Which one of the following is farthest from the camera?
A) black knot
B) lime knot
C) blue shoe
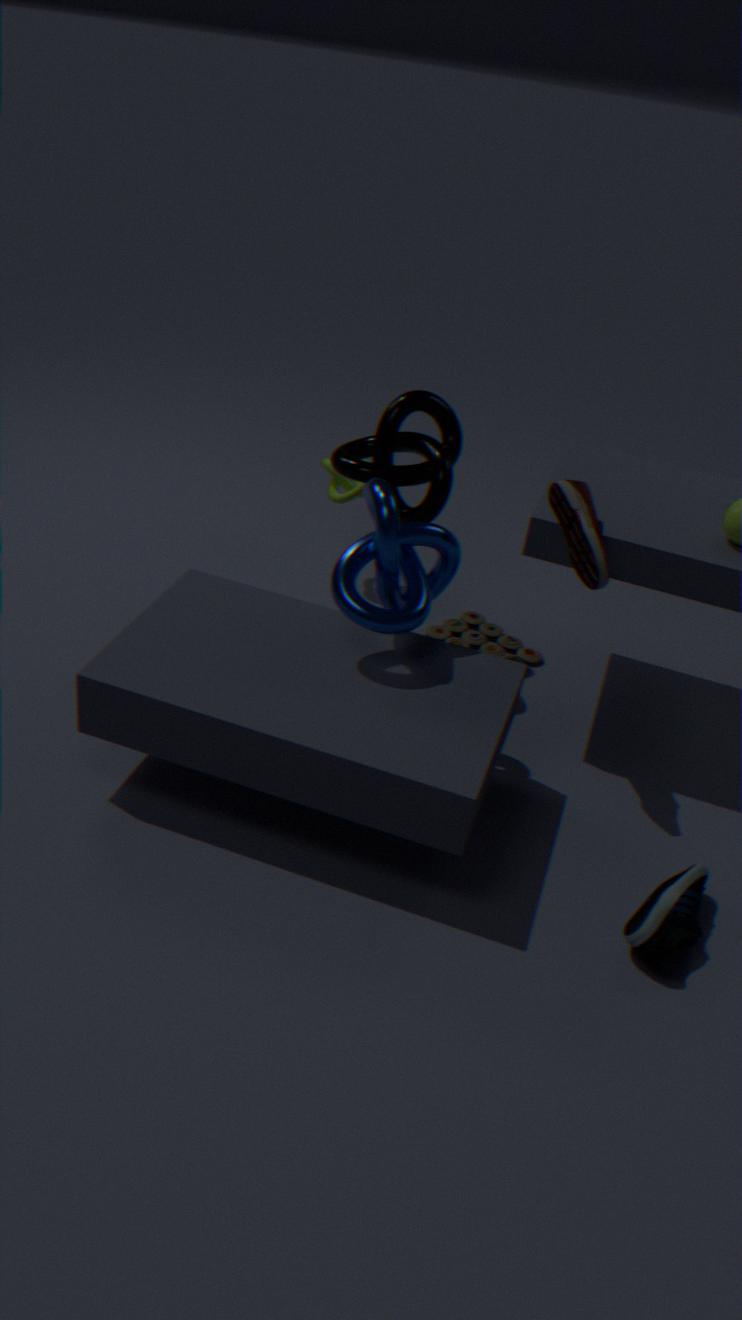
lime knot
